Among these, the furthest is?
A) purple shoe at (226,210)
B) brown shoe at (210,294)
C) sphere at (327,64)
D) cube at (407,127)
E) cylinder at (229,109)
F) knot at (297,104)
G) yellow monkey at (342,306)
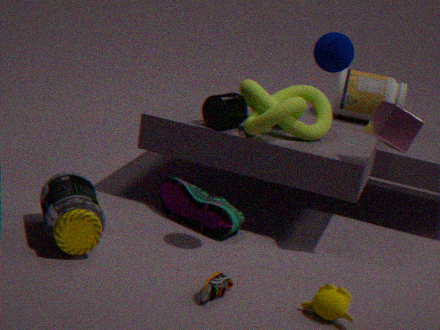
cylinder at (229,109)
